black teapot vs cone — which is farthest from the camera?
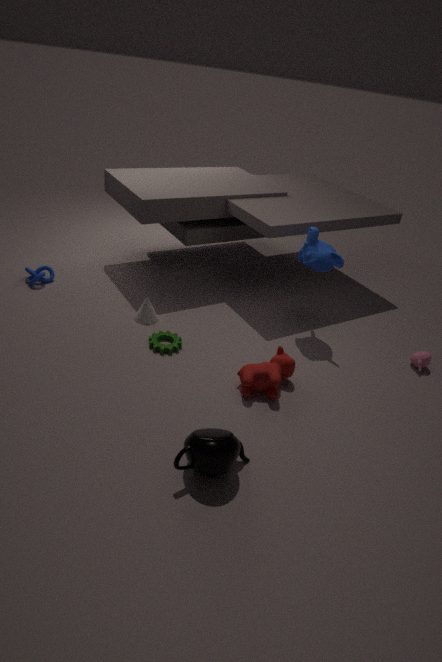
cone
